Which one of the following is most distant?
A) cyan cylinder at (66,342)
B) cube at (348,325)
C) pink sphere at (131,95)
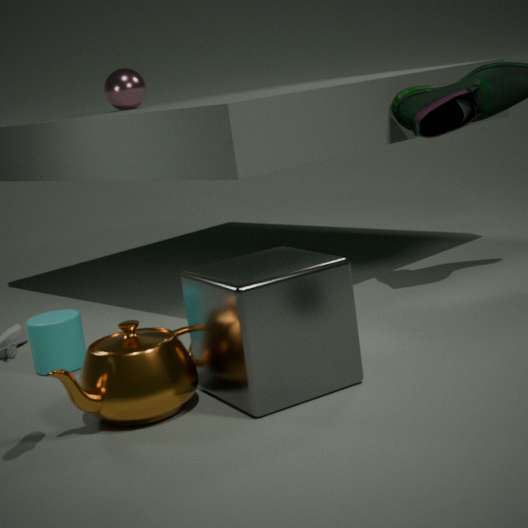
pink sphere at (131,95)
